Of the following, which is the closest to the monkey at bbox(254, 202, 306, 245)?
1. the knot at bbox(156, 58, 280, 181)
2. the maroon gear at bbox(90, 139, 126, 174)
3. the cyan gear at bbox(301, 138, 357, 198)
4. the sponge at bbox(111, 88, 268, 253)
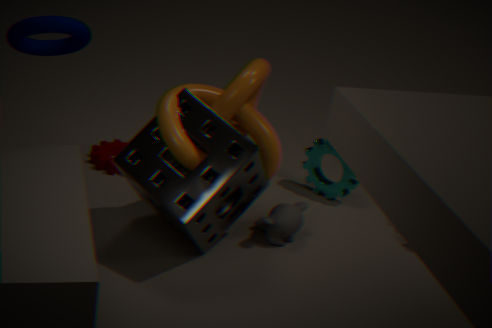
the sponge at bbox(111, 88, 268, 253)
